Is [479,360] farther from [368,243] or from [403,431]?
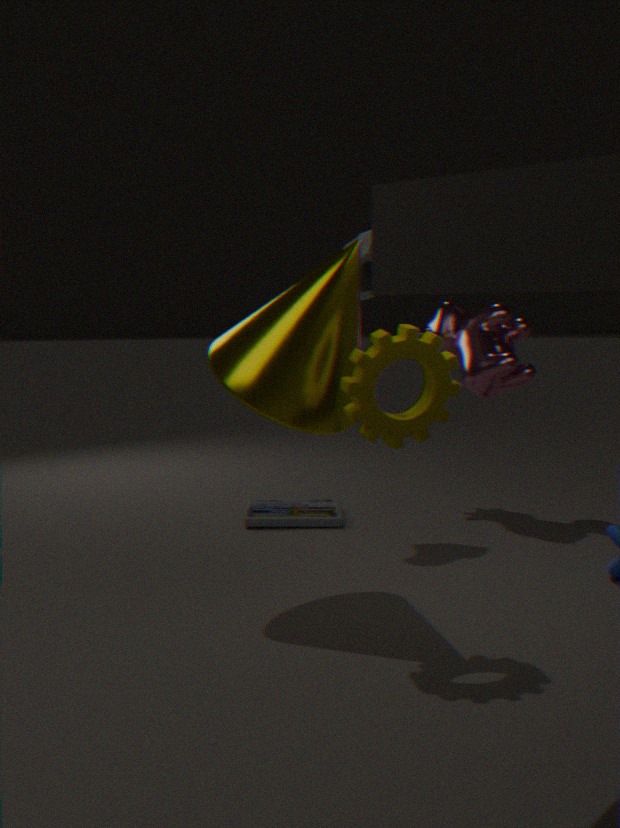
[403,431]
